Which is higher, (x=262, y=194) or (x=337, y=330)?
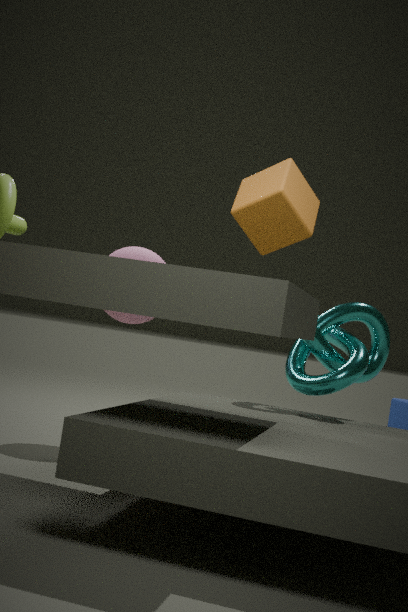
(x=262, y=194)
